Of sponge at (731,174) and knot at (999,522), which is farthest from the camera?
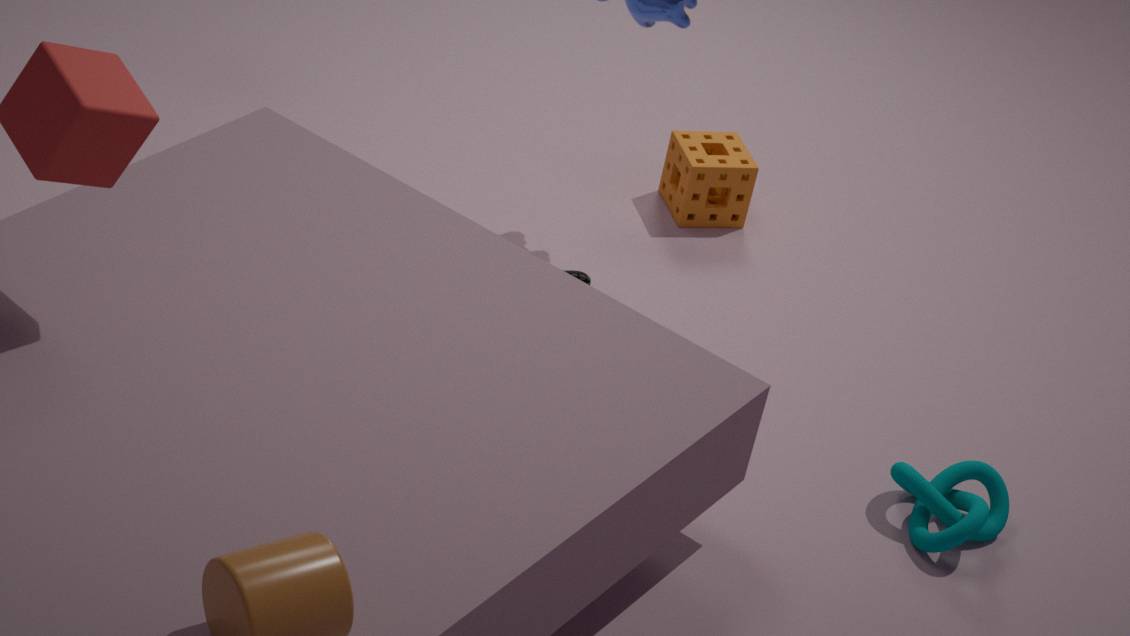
sponge at (731,174)
